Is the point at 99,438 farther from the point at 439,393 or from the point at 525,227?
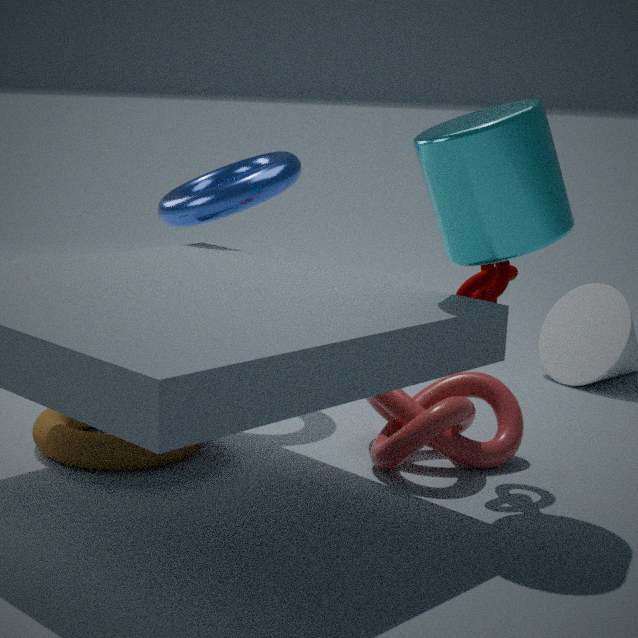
the point at 525,227
